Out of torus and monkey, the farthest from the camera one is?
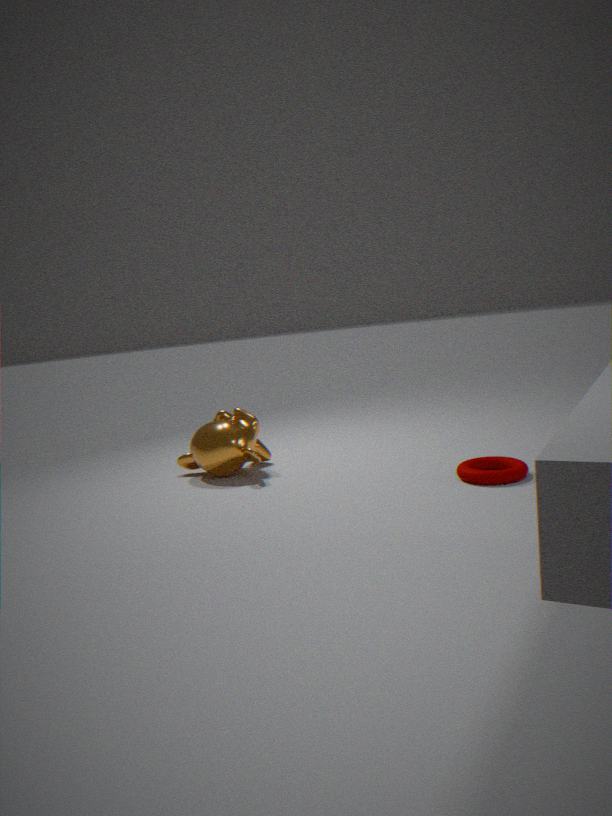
monkey
